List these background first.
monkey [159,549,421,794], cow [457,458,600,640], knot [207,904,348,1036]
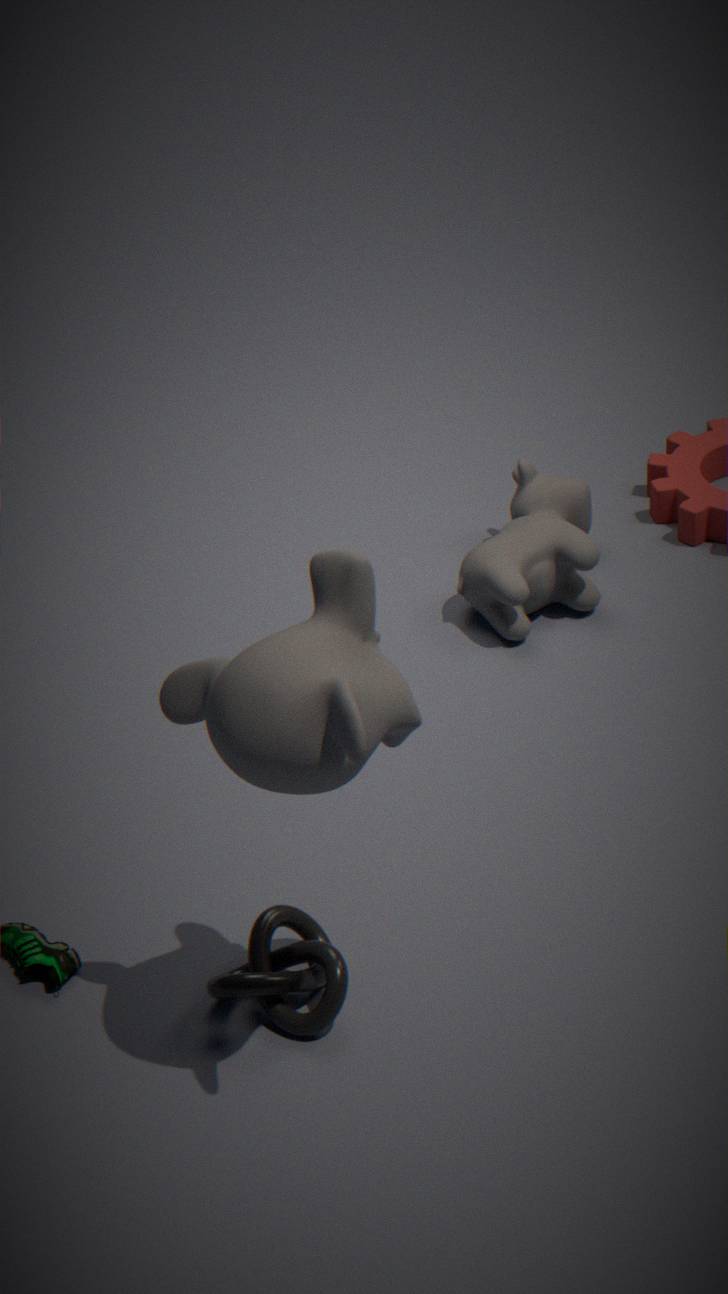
cow [457,458,600,640] → knot [207,904,348,1036] → monkey [159,549,421,794]
